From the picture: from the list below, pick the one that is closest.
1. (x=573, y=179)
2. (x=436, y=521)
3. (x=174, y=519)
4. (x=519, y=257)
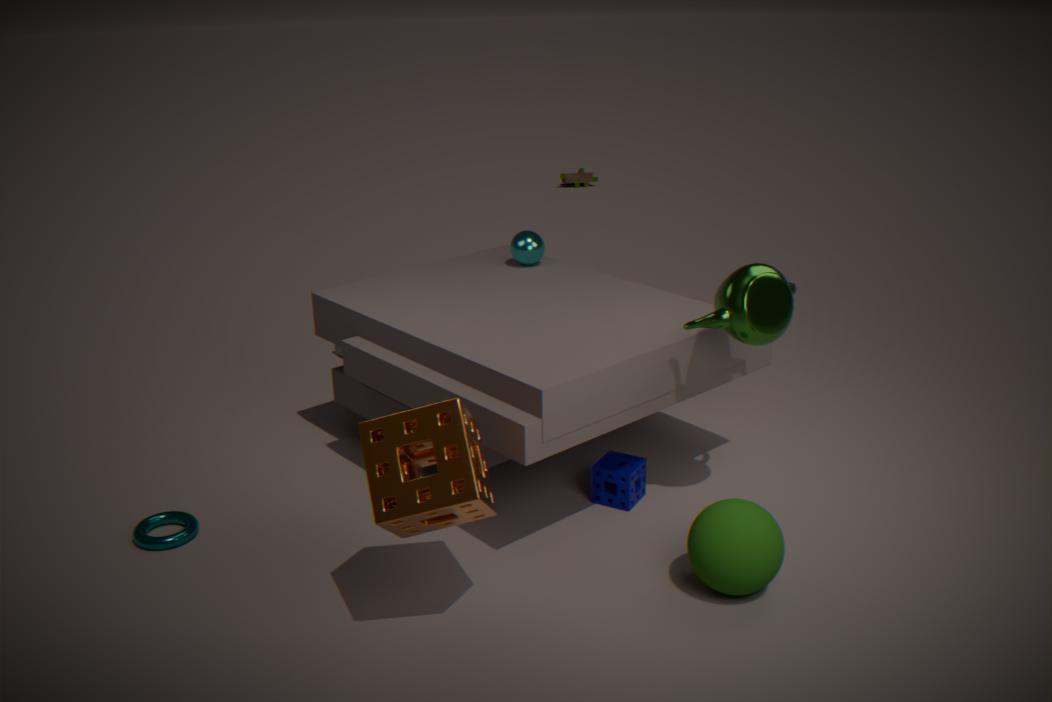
(x=436, y=521)
